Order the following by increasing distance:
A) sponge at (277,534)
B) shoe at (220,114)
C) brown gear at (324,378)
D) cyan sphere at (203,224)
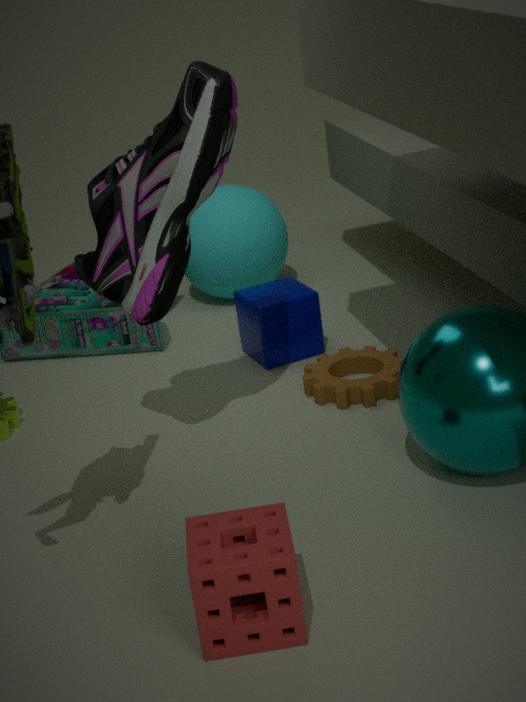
1. sponge at (277,534)
2. shoe at (220,114)
3. brown gear at (324,378)
4. cyan sphere at (203,224)
